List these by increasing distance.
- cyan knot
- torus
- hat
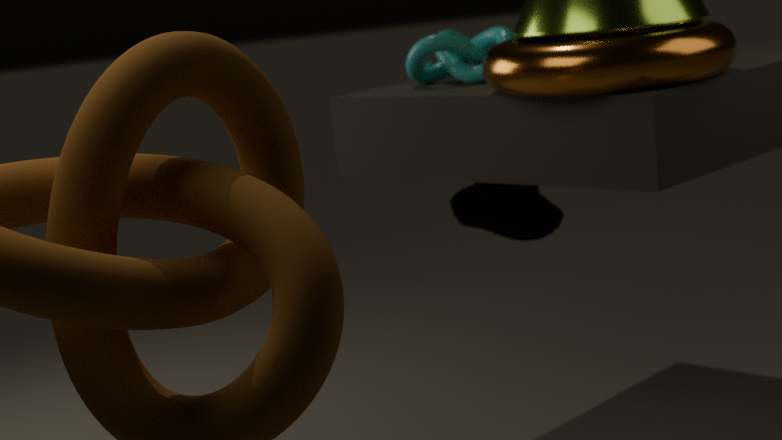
torus → hat → cyan knot
